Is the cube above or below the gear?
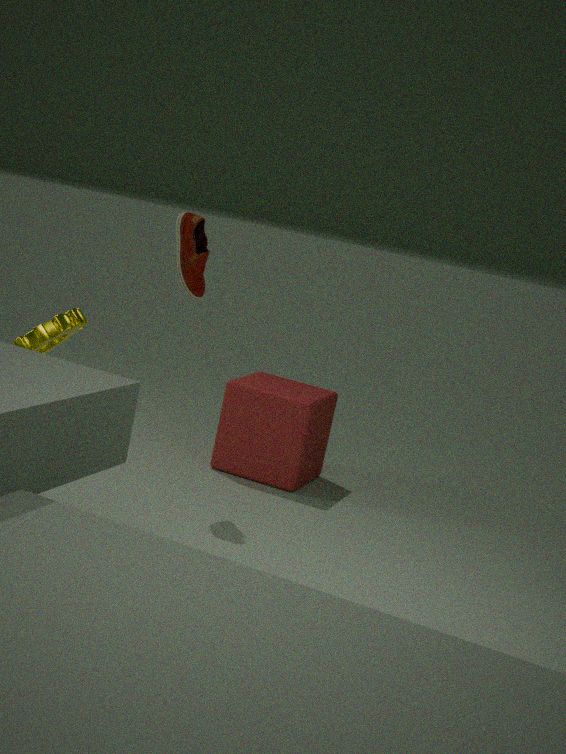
below
